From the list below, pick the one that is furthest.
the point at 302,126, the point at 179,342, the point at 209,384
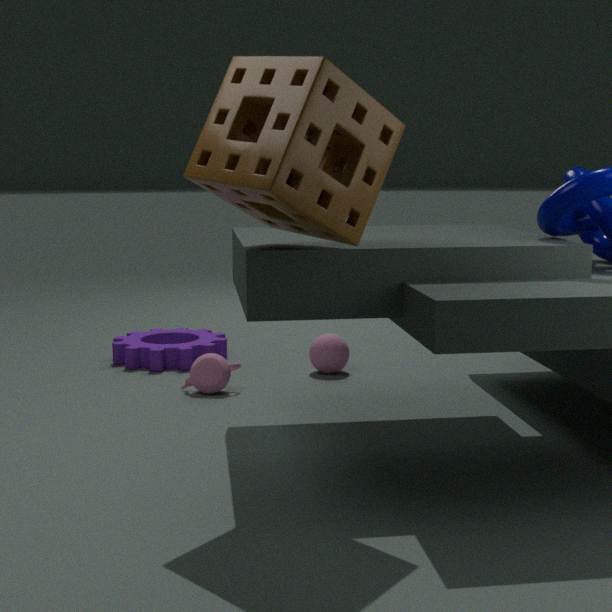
A: the point at 179,342
